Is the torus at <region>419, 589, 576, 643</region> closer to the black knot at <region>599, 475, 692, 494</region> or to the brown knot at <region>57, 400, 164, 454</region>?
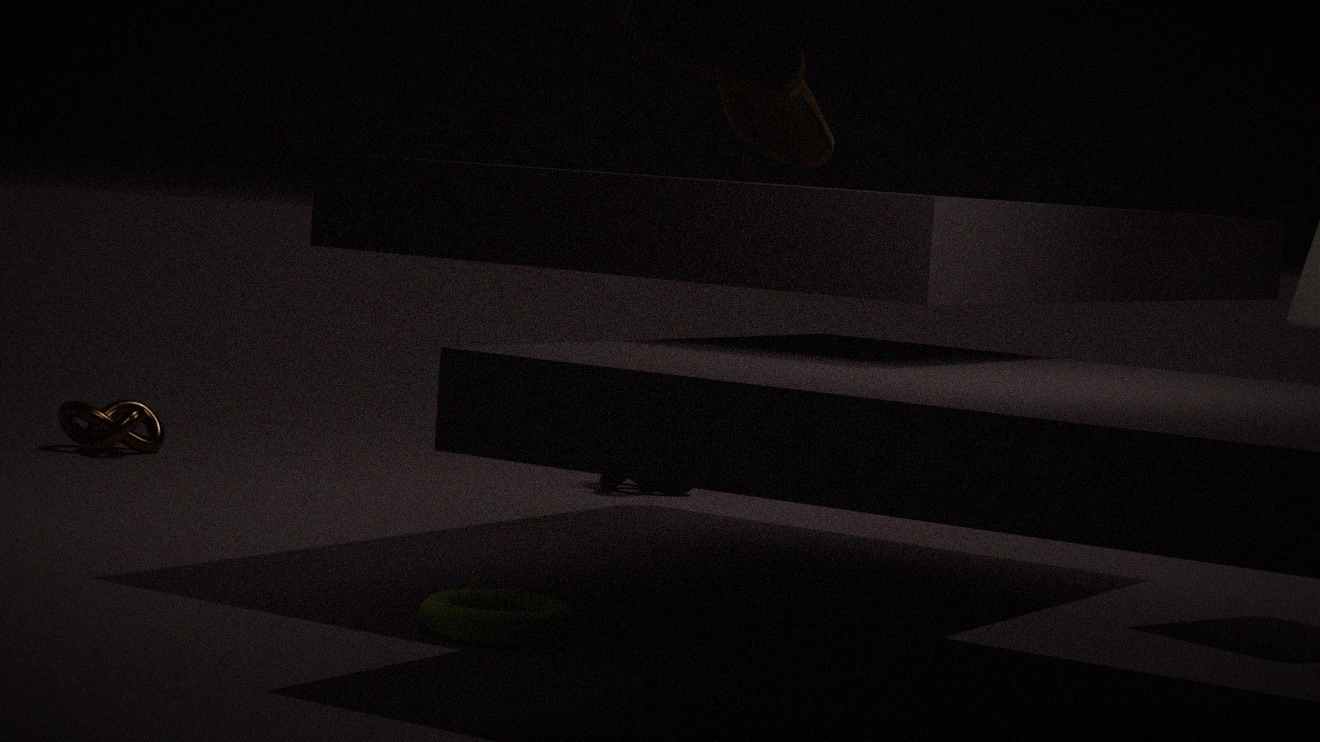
the black knot at <region>599, 475, 692, 494</region>
